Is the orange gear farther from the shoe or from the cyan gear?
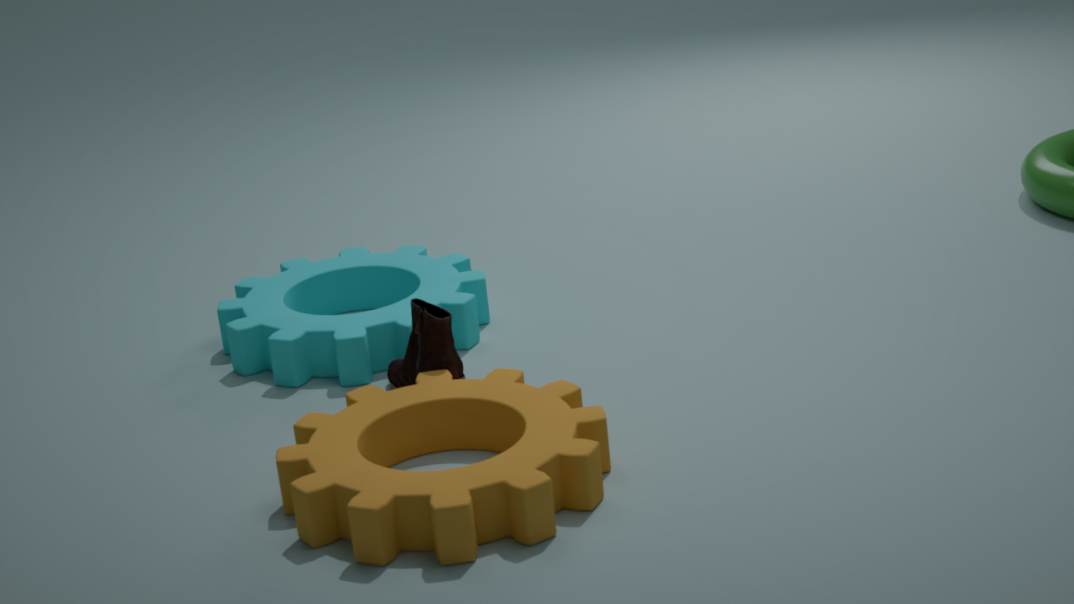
the cyan gear
